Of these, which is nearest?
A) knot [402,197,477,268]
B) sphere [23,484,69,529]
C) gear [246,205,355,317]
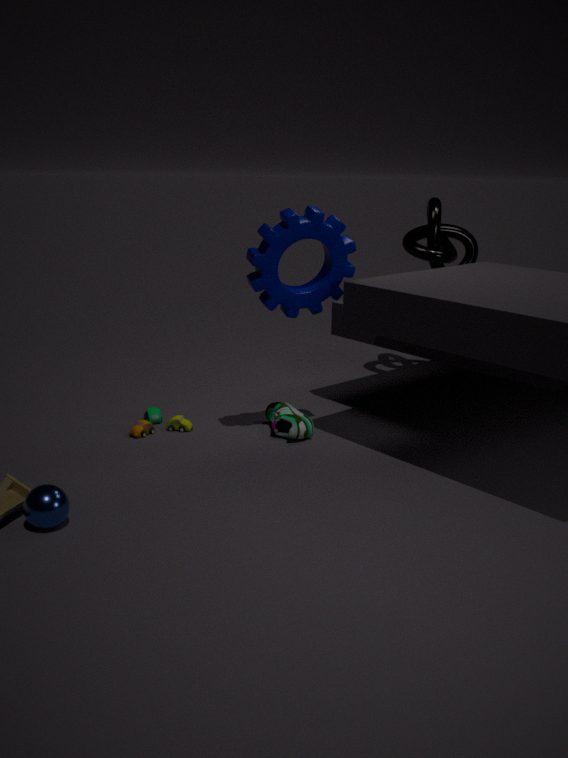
sphere [23,484,69,529]
